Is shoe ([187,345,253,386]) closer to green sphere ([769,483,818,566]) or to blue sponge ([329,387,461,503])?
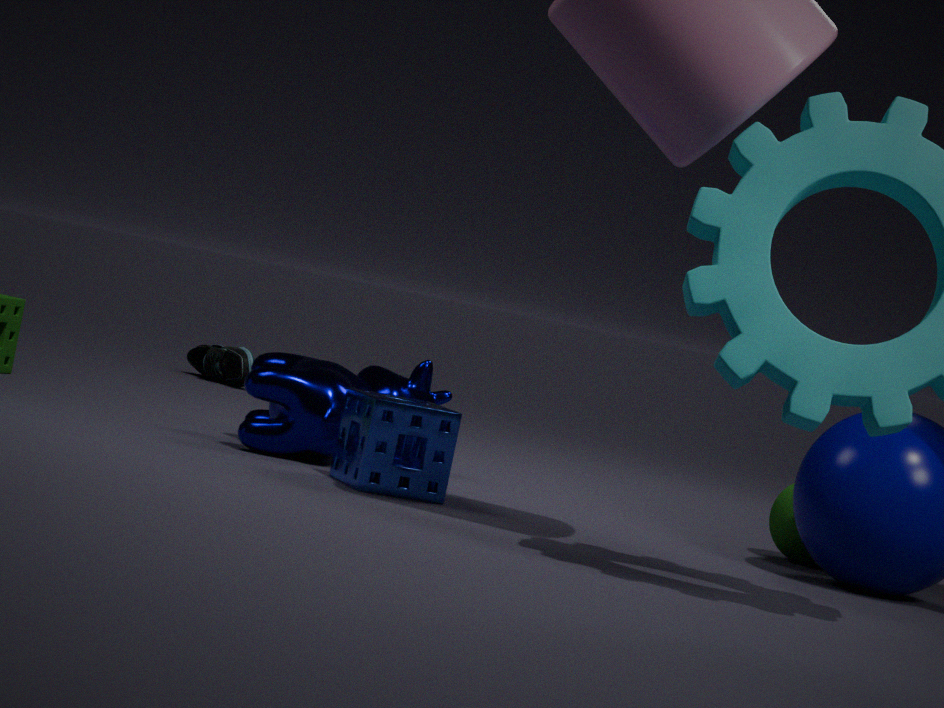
blue sponge ([329,387,461,503])
